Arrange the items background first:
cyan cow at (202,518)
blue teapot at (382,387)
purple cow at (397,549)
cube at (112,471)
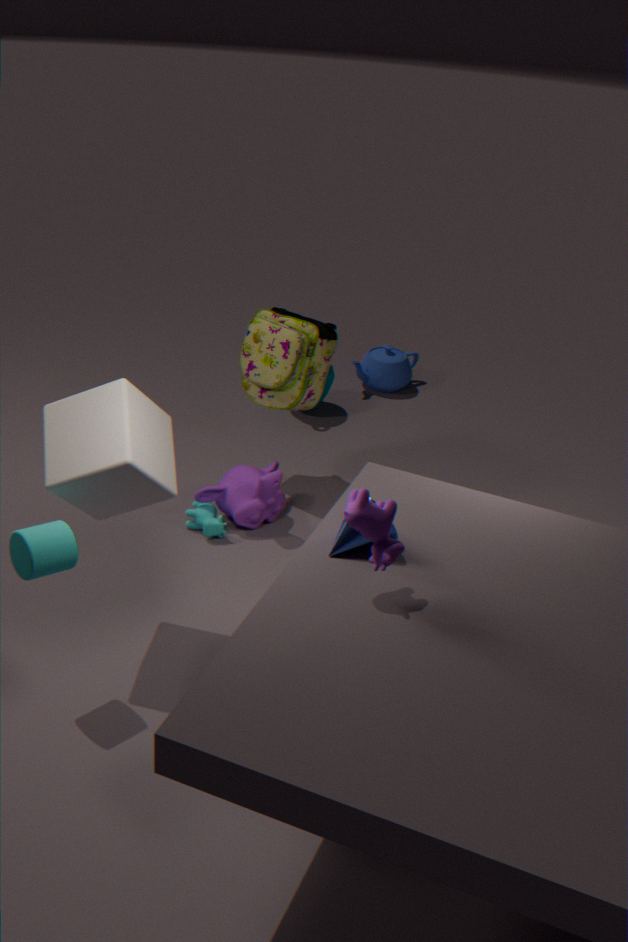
blue teapot at (382,387)
cyan cow at (202,518)
cube at (112,471)
purple cow at (397,549)
